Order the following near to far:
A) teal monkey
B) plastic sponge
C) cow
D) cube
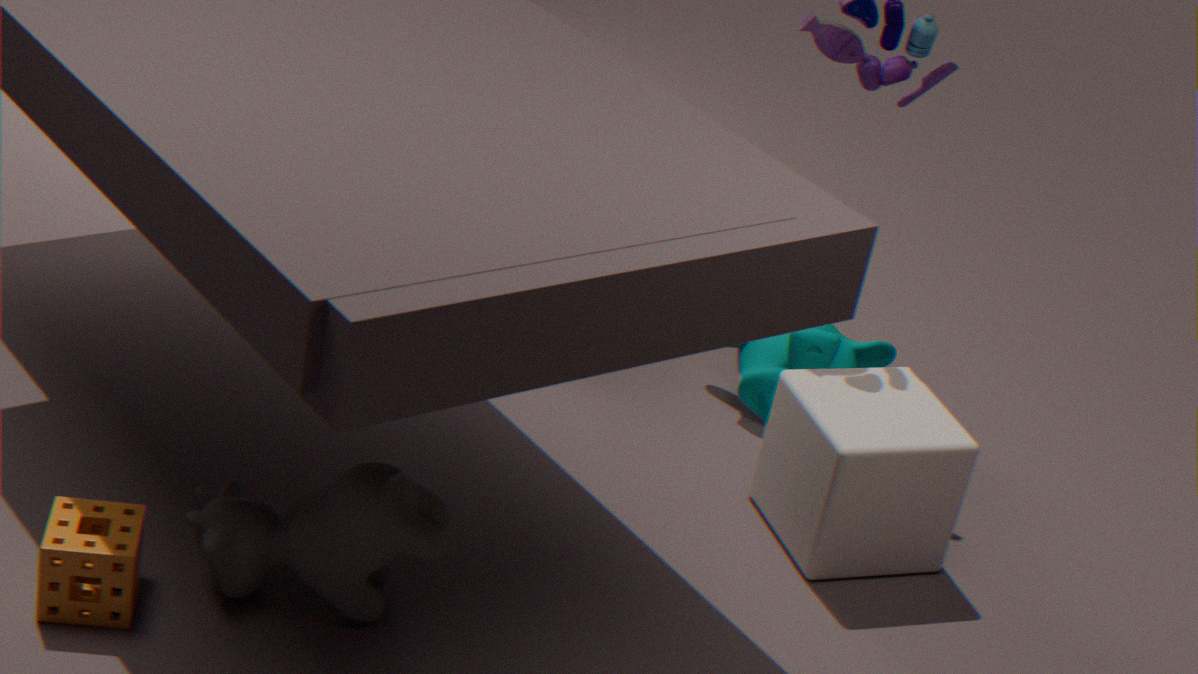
plastic sponge, cow, cube, teal monkey
